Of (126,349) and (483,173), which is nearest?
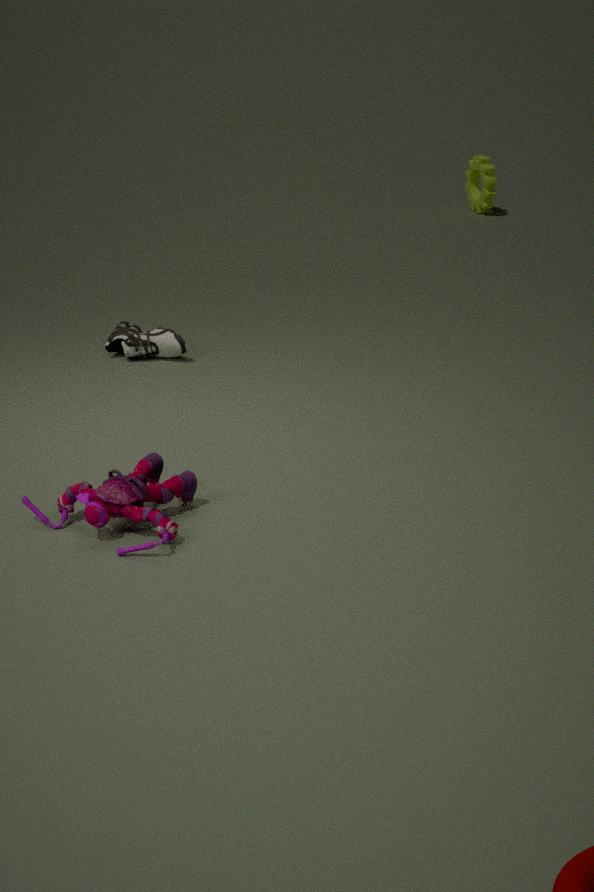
(126,349)
